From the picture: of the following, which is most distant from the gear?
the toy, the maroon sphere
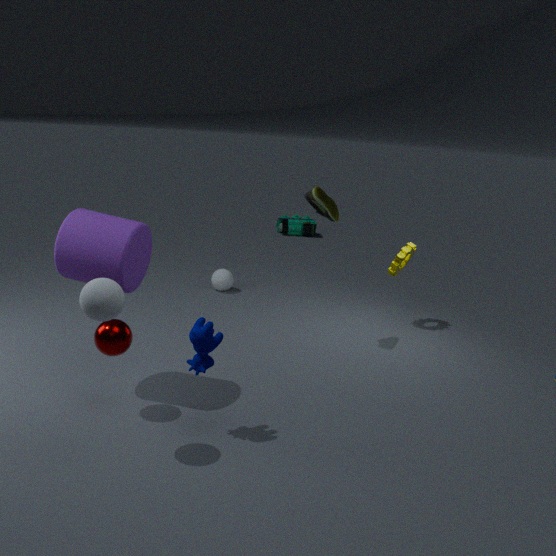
the toy
